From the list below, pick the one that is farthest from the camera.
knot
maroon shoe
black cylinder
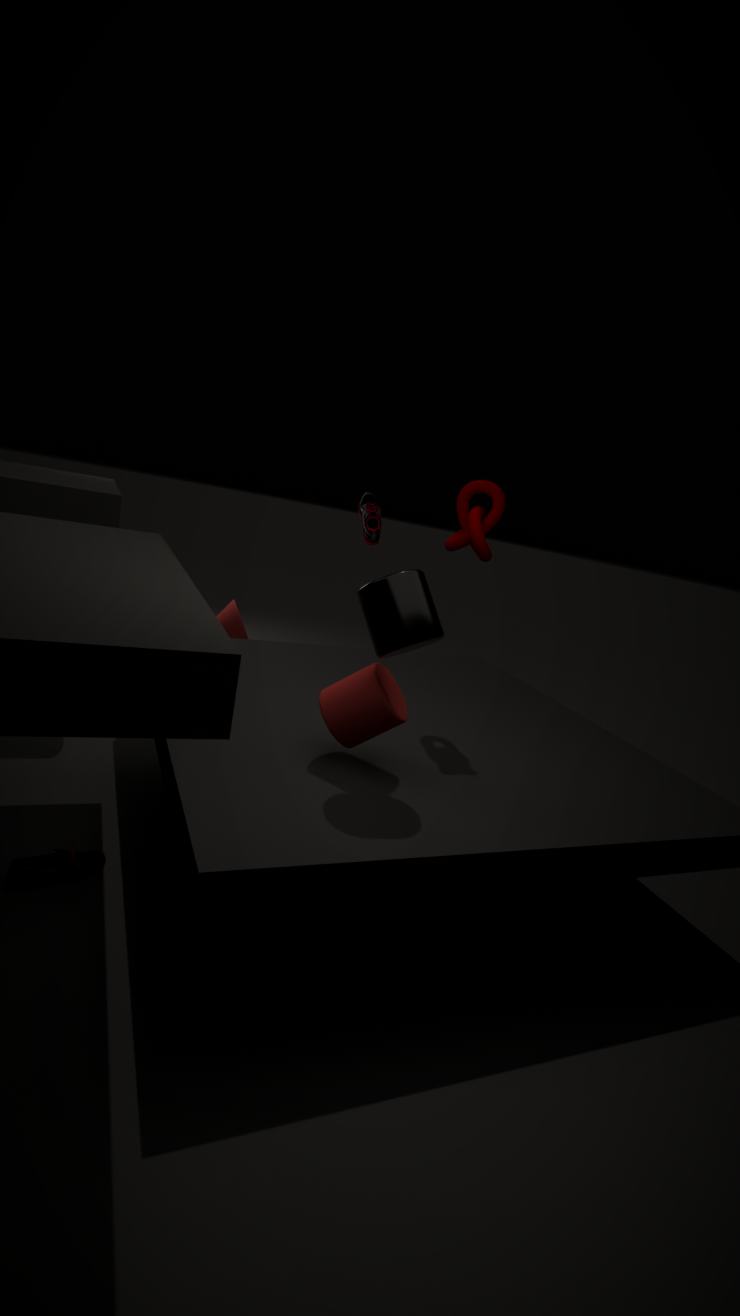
maroon shoe
